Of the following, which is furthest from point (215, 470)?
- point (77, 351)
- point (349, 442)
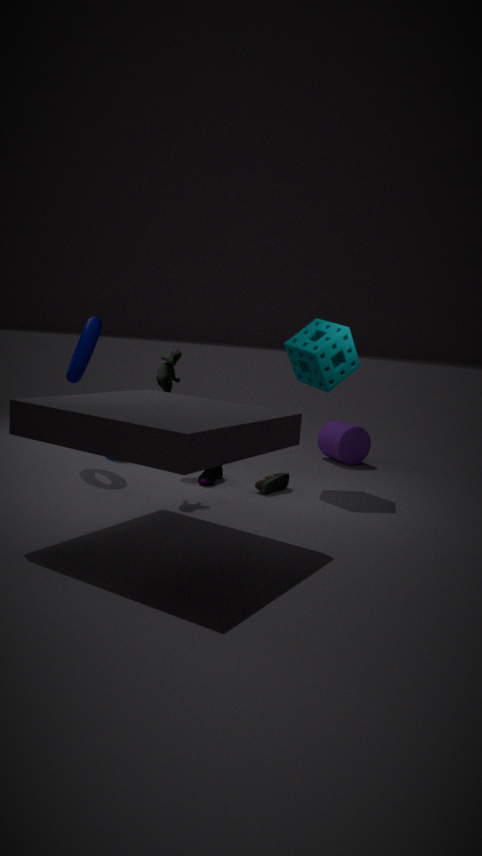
point (349, 442)
